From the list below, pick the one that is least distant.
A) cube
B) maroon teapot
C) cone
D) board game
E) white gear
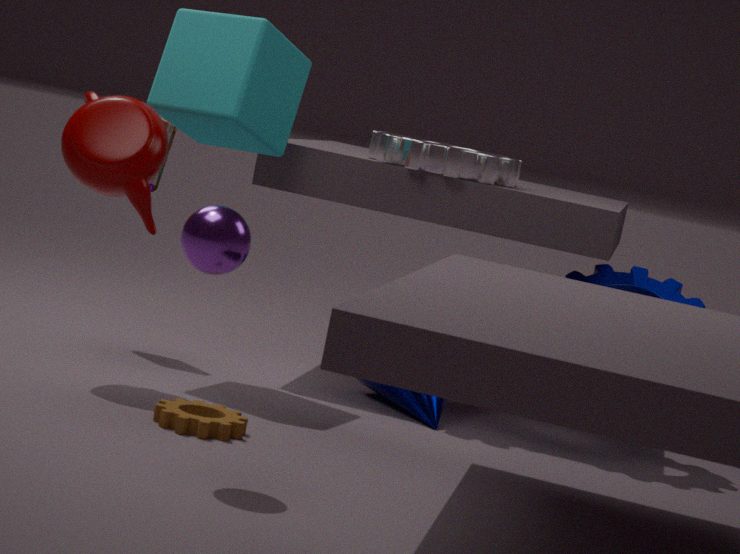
maroon teapot
